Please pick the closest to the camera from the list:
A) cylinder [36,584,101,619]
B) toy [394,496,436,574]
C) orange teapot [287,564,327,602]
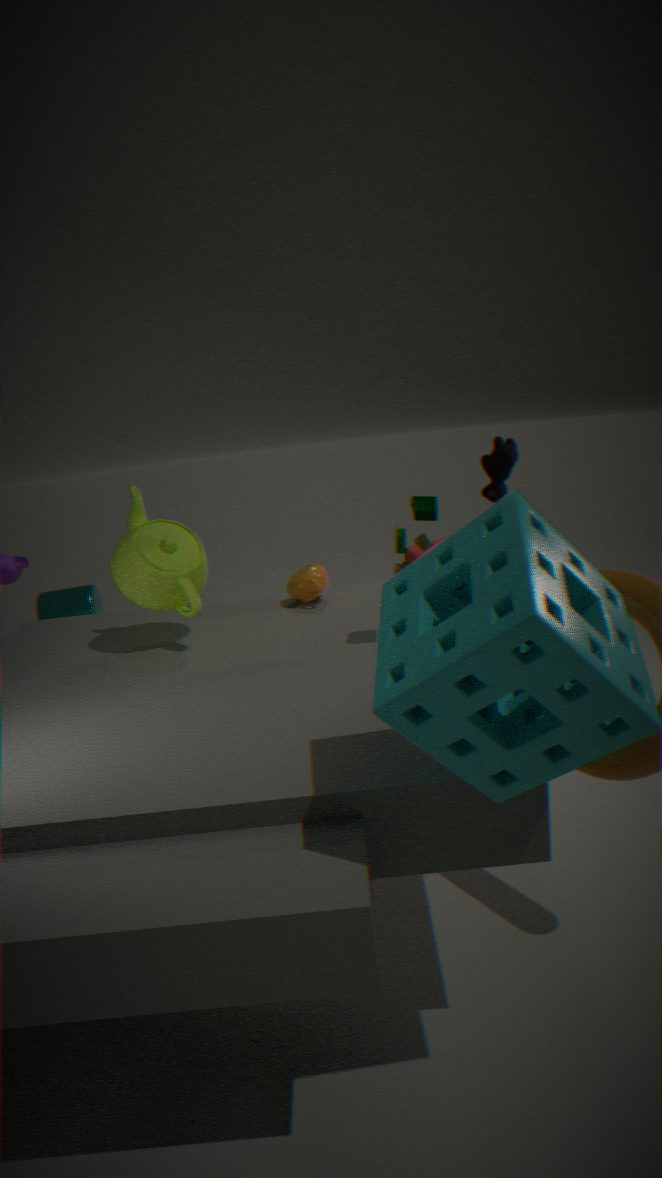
toy [394,496,436,574]
